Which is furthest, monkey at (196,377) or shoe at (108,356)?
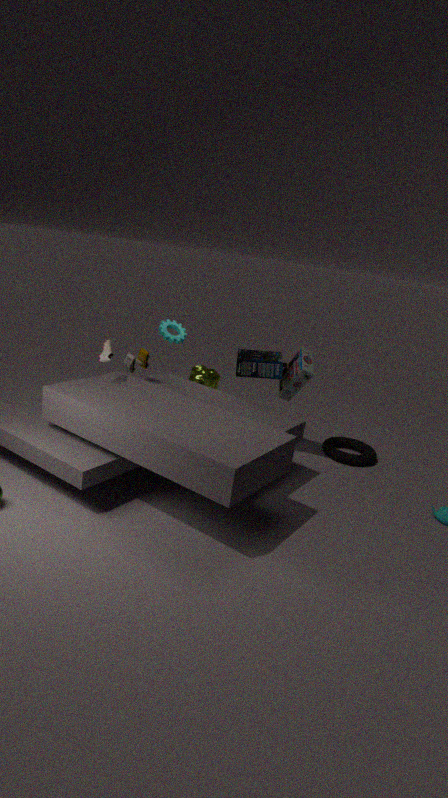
monkey at (196,377)
